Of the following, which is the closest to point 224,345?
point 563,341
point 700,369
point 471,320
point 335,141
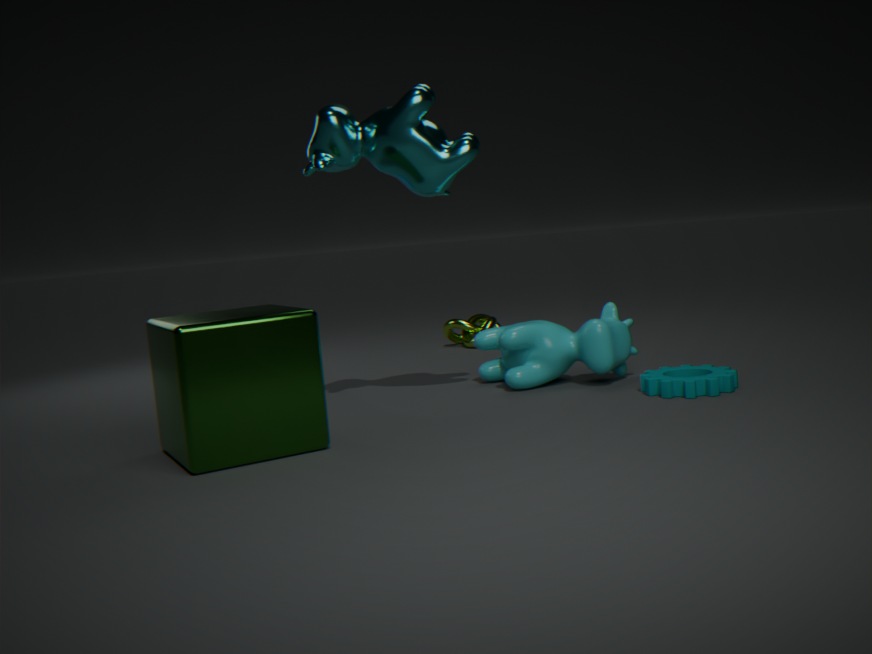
point 335,141
